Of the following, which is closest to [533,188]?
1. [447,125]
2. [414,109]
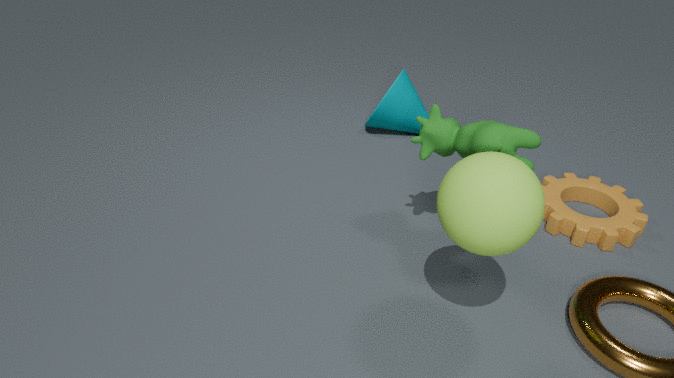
[447,125]
